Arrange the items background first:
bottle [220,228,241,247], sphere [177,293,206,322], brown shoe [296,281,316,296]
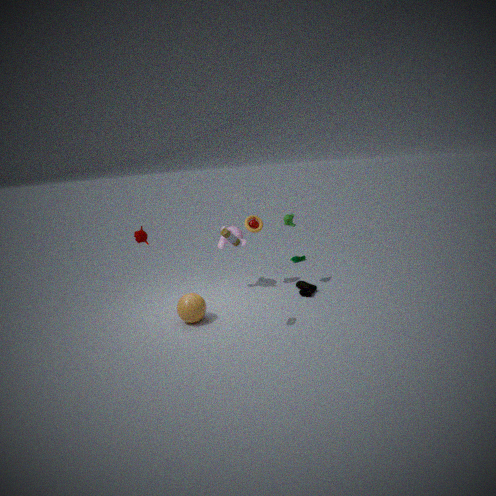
brown shoe [296,281,316,296] → sphere [177,293,206,322] → bottle [220,228,241,247]
